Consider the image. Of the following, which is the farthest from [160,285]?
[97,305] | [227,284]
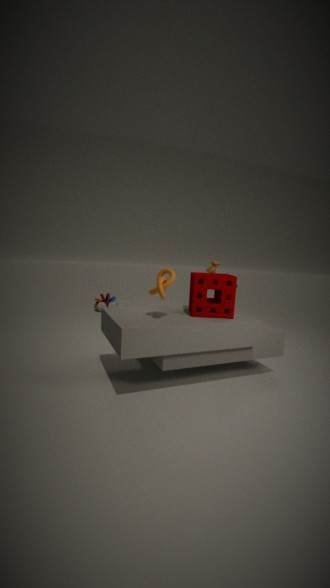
[97,305]
